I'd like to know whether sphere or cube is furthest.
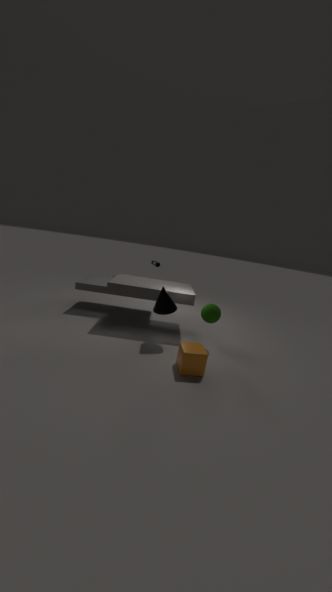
sphere
